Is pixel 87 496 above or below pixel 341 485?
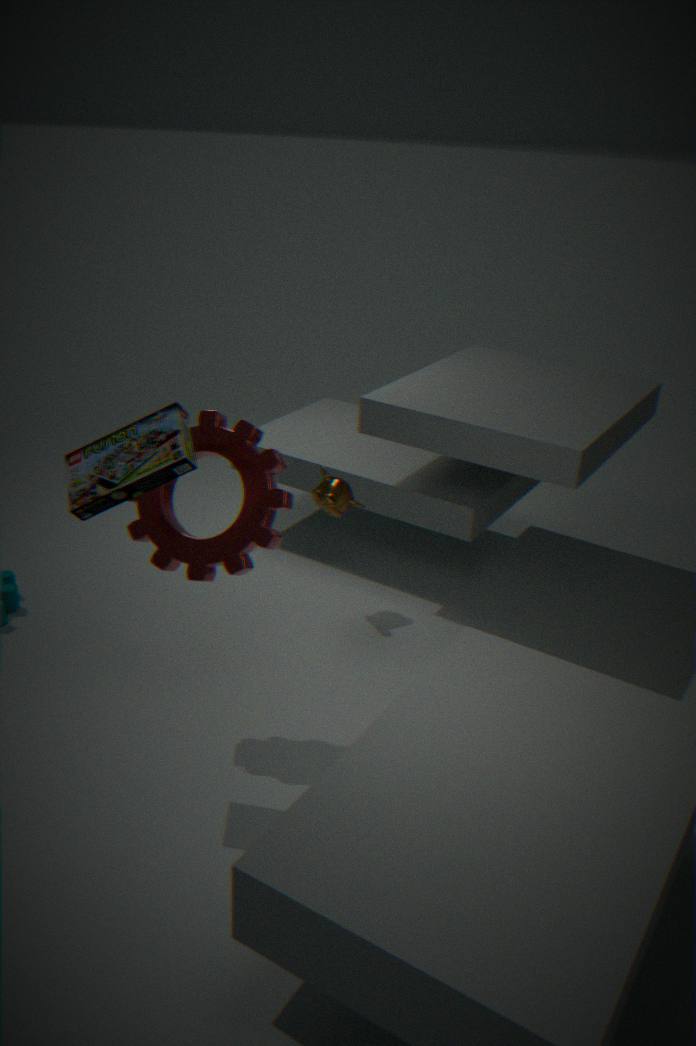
above
